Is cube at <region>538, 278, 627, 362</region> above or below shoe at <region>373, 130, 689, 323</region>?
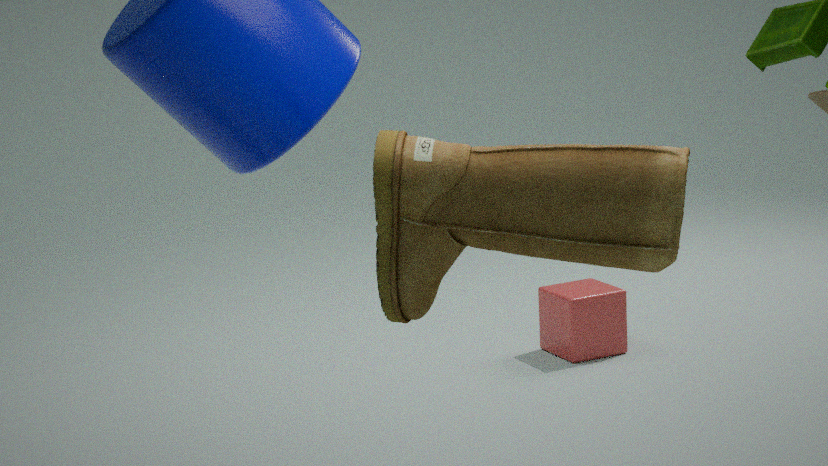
below
